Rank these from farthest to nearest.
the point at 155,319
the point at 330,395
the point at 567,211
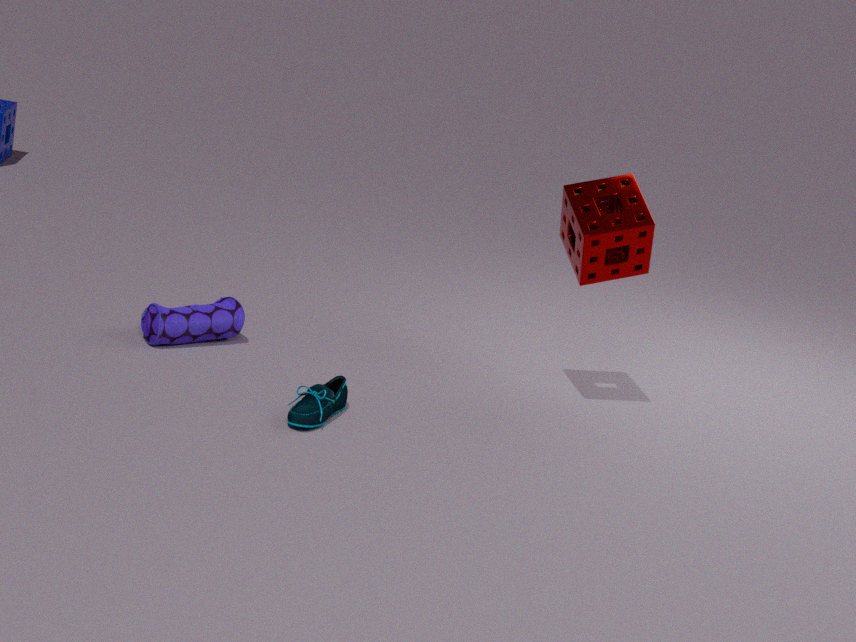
the point at 155,319, the point at 567,211, the point at 330,395
